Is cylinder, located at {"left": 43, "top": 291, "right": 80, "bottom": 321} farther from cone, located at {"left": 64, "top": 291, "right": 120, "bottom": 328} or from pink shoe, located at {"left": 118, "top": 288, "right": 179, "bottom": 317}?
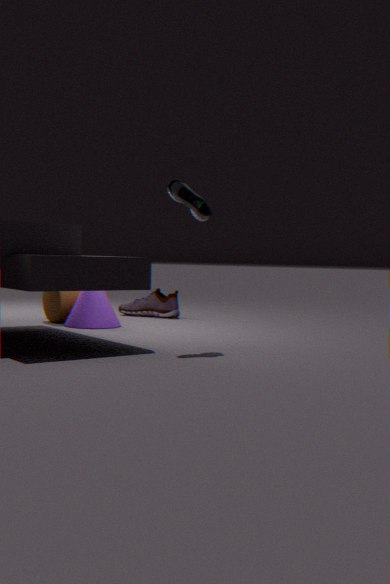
pink shoe, located at {"left": 118, "top": 288, "right": 179, "bottom": 317}
